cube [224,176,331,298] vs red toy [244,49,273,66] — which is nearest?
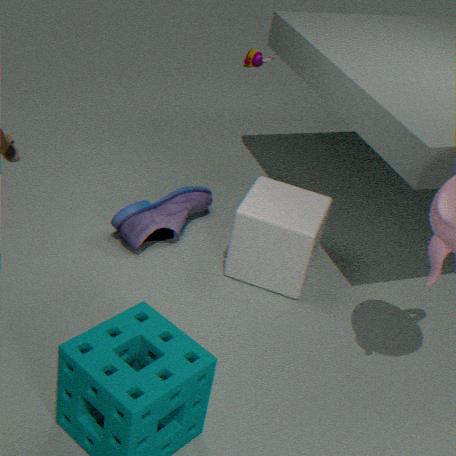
cube [224,176,331,298]
